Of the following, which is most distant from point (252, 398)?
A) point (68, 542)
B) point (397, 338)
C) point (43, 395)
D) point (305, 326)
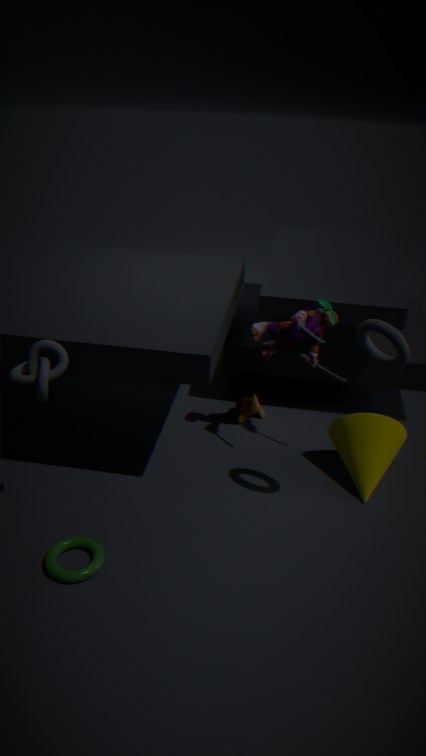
point (43, 395)
